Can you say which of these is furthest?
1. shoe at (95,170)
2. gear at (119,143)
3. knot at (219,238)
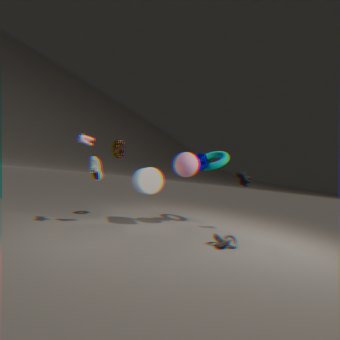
gear at (119,143)
